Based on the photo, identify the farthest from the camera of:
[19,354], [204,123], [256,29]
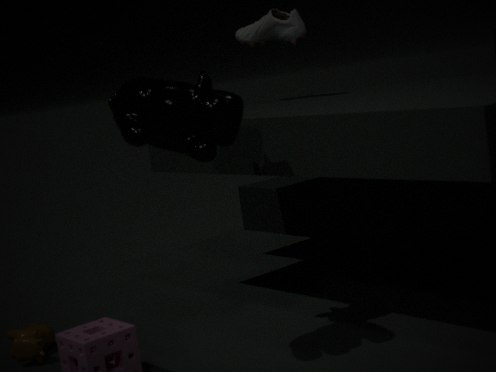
[256,29]
